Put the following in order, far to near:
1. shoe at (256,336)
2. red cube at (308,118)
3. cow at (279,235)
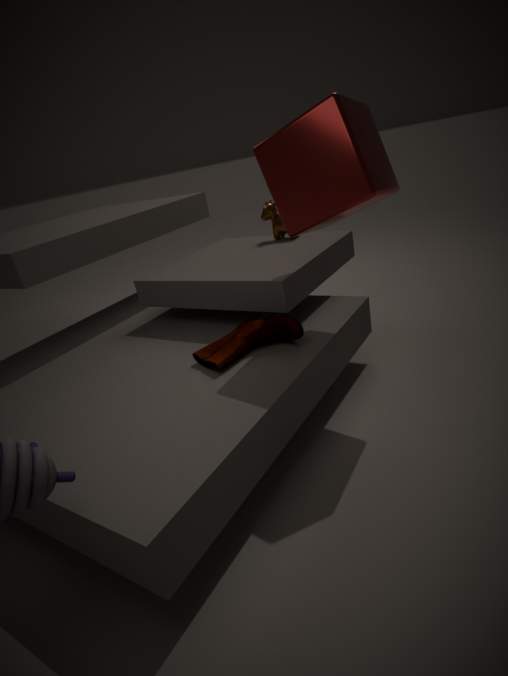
cow at (279,235)
shoe at (256,336)
red cube at (308,118)
